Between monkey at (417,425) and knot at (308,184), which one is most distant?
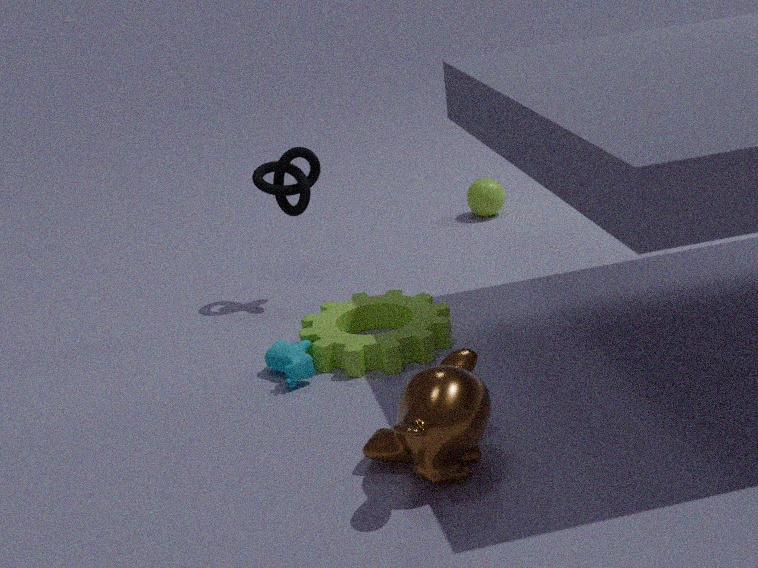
knot at (308,184)
